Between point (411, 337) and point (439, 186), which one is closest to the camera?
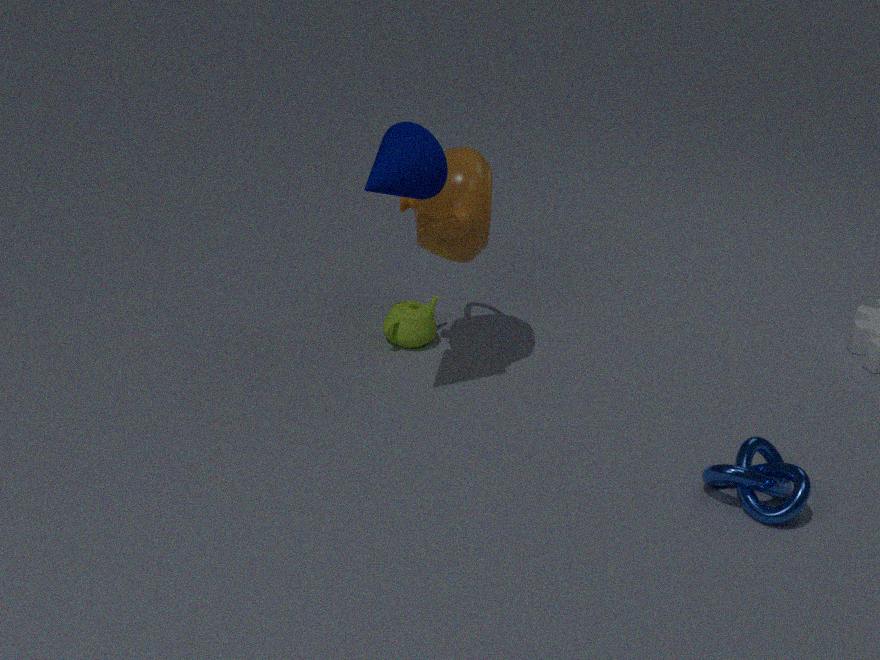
point (439, 186)
